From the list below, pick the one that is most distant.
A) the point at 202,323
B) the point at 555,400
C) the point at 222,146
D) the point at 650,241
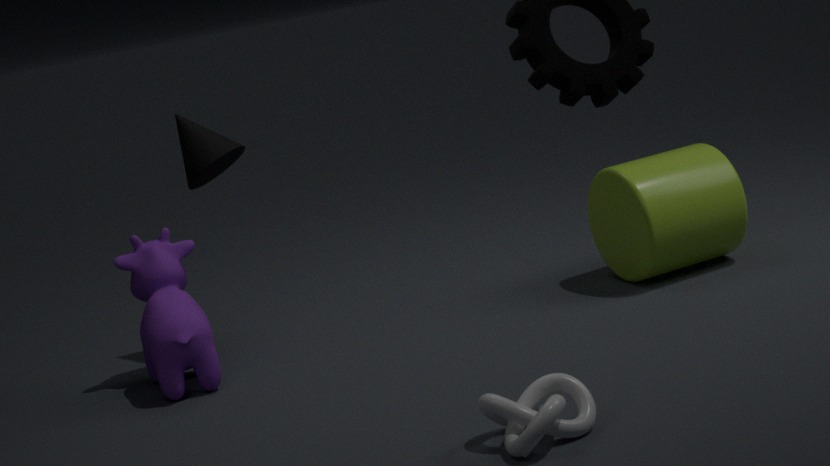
the point at 222,146
